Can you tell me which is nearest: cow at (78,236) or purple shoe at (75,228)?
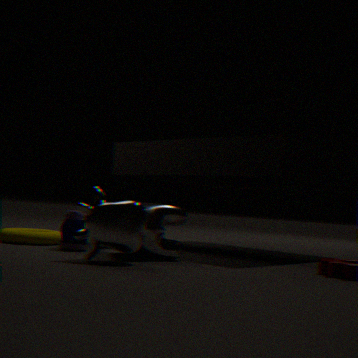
cow at (78,236)
